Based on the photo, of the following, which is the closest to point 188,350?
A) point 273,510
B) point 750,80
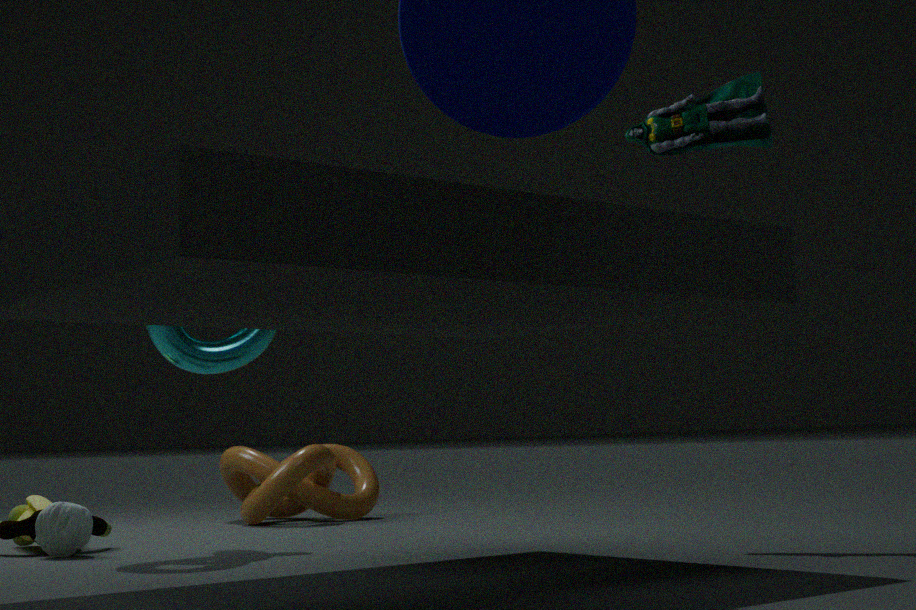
point 273,510
